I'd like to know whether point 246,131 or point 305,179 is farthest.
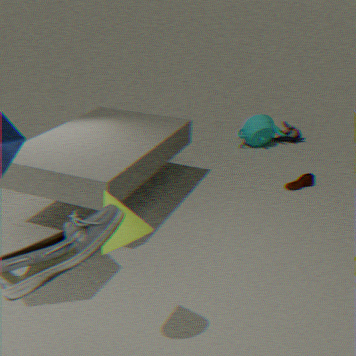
point 246,131
